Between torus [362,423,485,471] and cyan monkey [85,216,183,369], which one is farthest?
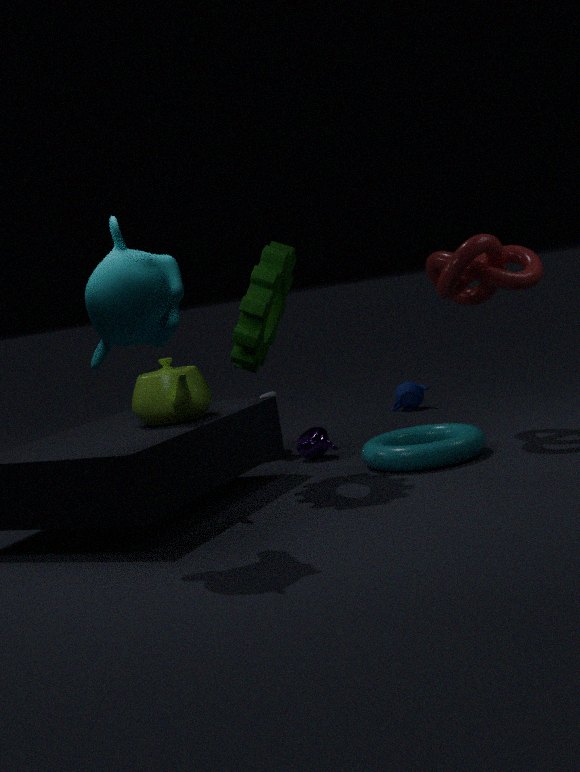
torus [362,423,485,471]
